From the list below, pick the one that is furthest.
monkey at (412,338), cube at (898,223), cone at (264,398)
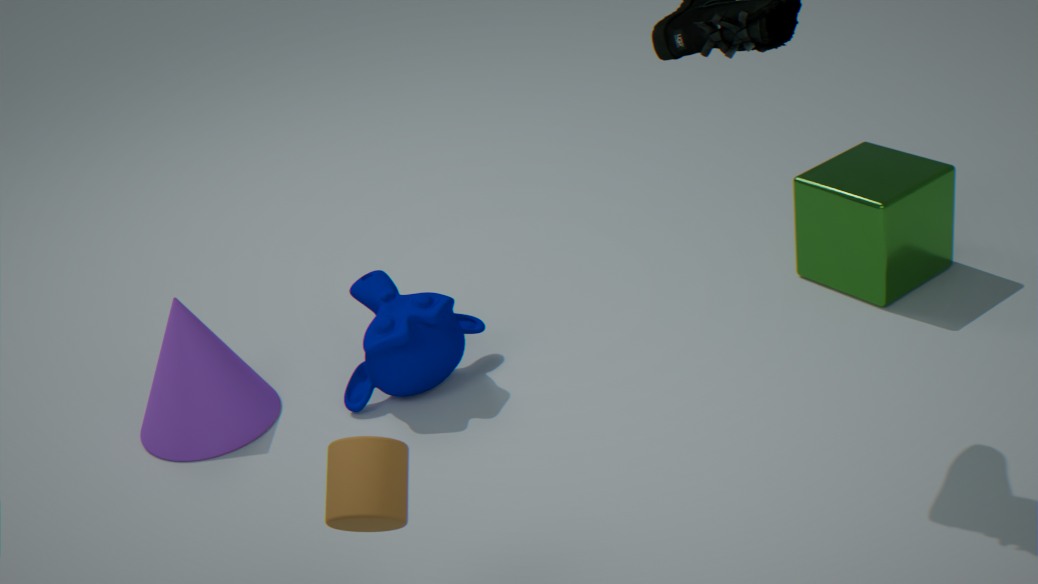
cube at (898,223)
